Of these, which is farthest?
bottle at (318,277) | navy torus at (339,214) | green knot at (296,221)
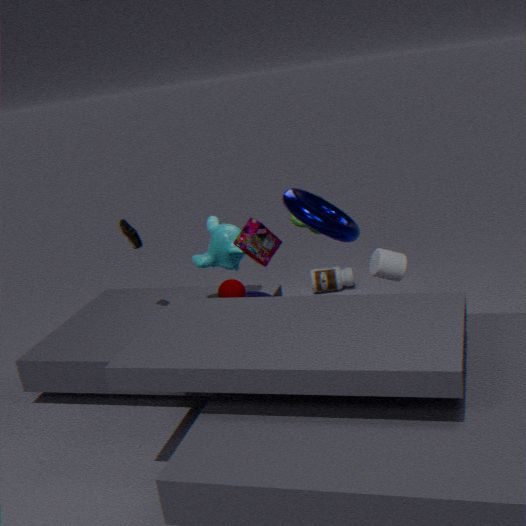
bottle at (318,277)
